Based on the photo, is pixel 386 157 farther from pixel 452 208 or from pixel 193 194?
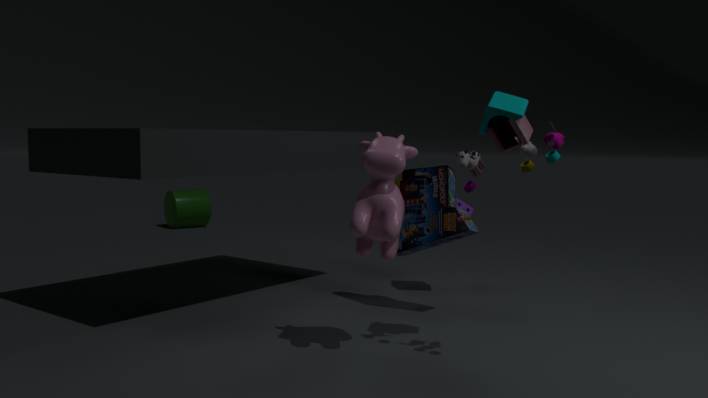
pixel 193 194
